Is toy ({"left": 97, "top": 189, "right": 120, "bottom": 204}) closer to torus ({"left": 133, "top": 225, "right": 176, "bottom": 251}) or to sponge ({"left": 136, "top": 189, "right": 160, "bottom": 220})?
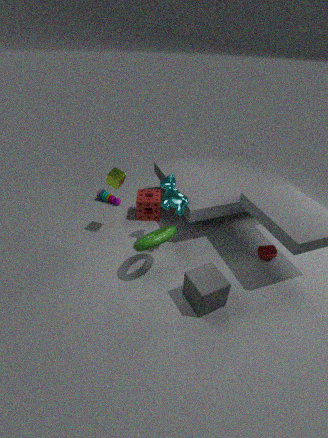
sponge ({"left": 136, "top": 189, "right": 160, "bottom": 220})
